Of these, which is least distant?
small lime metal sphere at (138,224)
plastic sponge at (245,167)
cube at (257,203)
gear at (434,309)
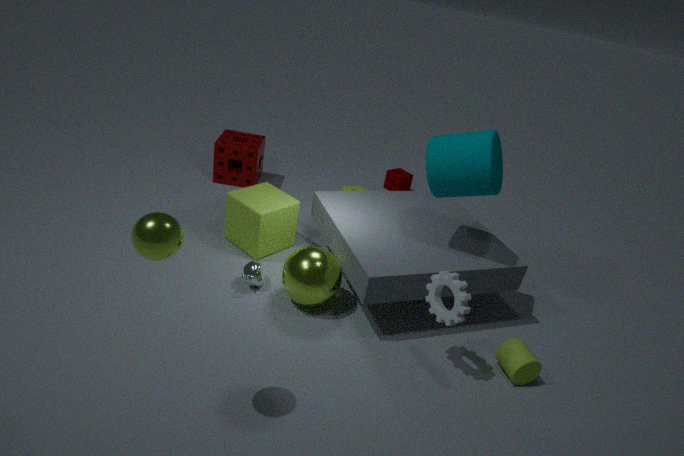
small lime metal sphere at (138,224)
